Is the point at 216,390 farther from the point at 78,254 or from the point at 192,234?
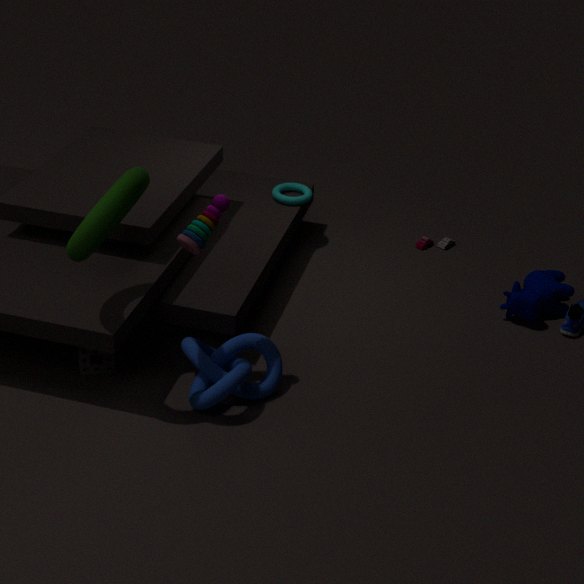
the point at 78,254
